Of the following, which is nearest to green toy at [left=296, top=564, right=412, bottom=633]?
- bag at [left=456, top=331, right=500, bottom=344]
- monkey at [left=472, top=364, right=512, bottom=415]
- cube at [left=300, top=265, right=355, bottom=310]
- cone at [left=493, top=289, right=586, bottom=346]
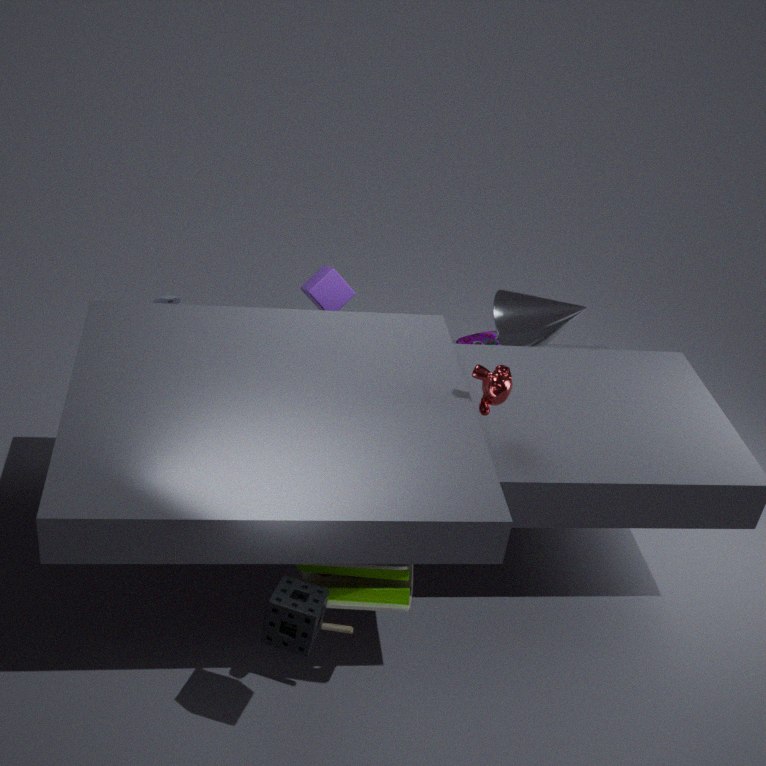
monkey at [left=472, top=364, right=512, bottom=415]
